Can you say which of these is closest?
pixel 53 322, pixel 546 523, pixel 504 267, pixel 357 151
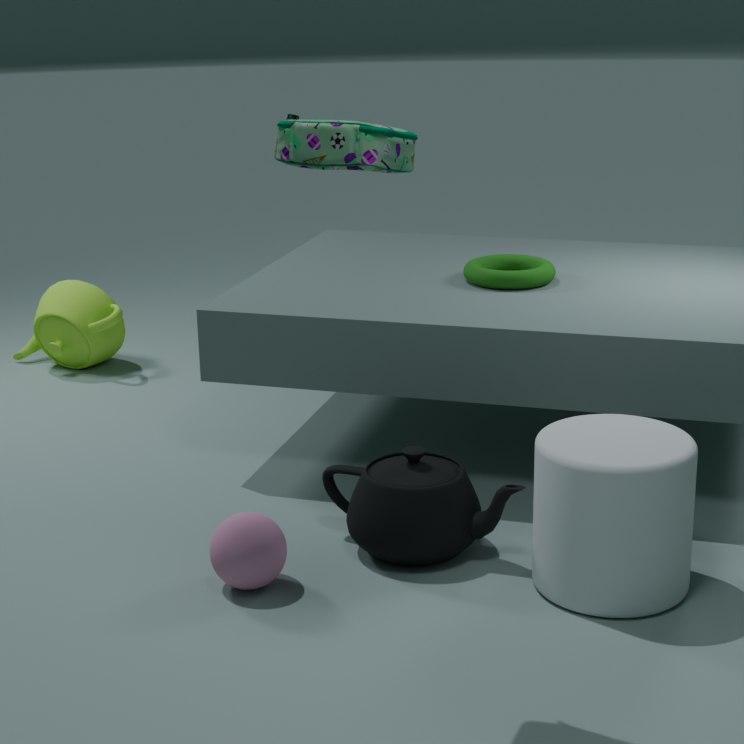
pixel 357 151
